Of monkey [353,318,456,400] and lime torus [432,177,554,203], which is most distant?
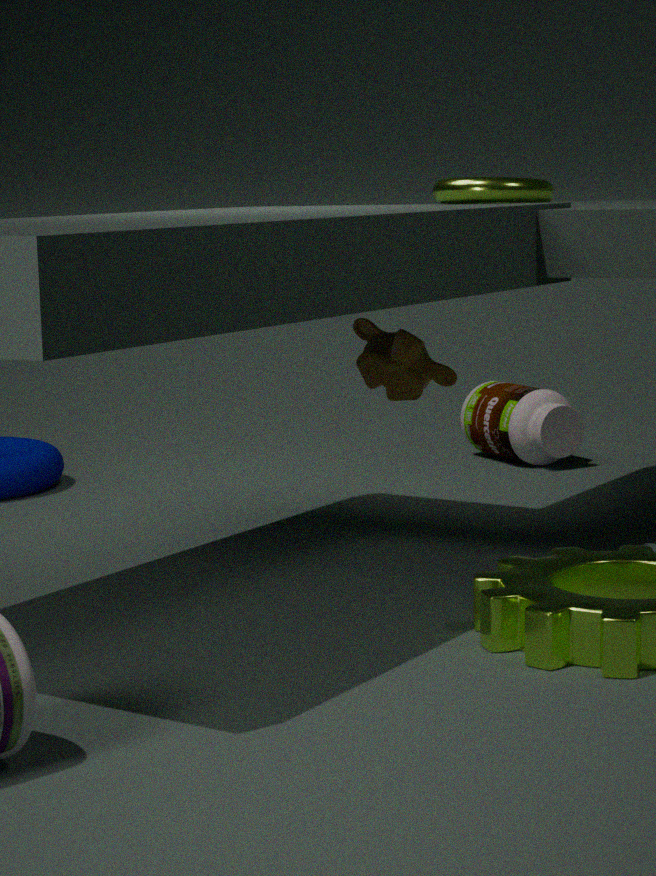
lime torus [432,177,554,203]
